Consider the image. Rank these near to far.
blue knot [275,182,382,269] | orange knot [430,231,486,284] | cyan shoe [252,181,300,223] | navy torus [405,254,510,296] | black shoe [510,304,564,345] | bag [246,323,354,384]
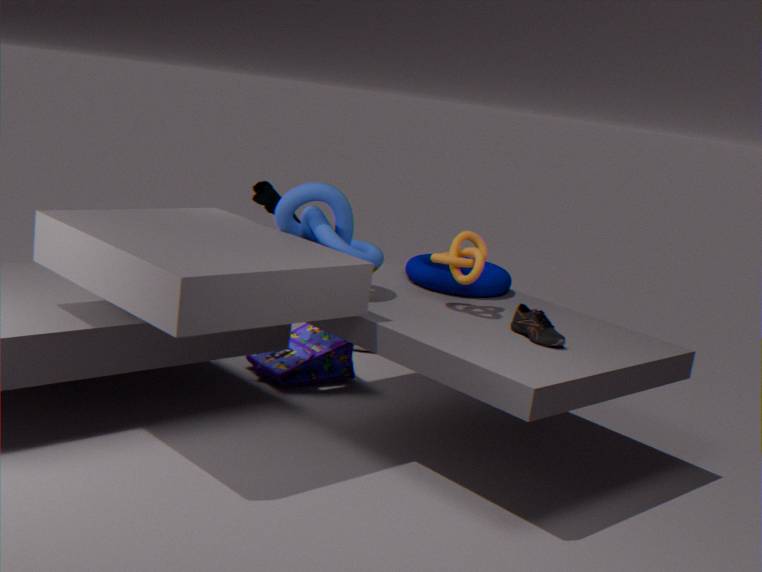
black shoe [510,304,564,345]
orange knot [430,231,486,284]
blue knot [275,182,382,269]
navy torus [405,254,510,296]
cyan shoe [252,181,300,223]
bag [246,323,354,384]
